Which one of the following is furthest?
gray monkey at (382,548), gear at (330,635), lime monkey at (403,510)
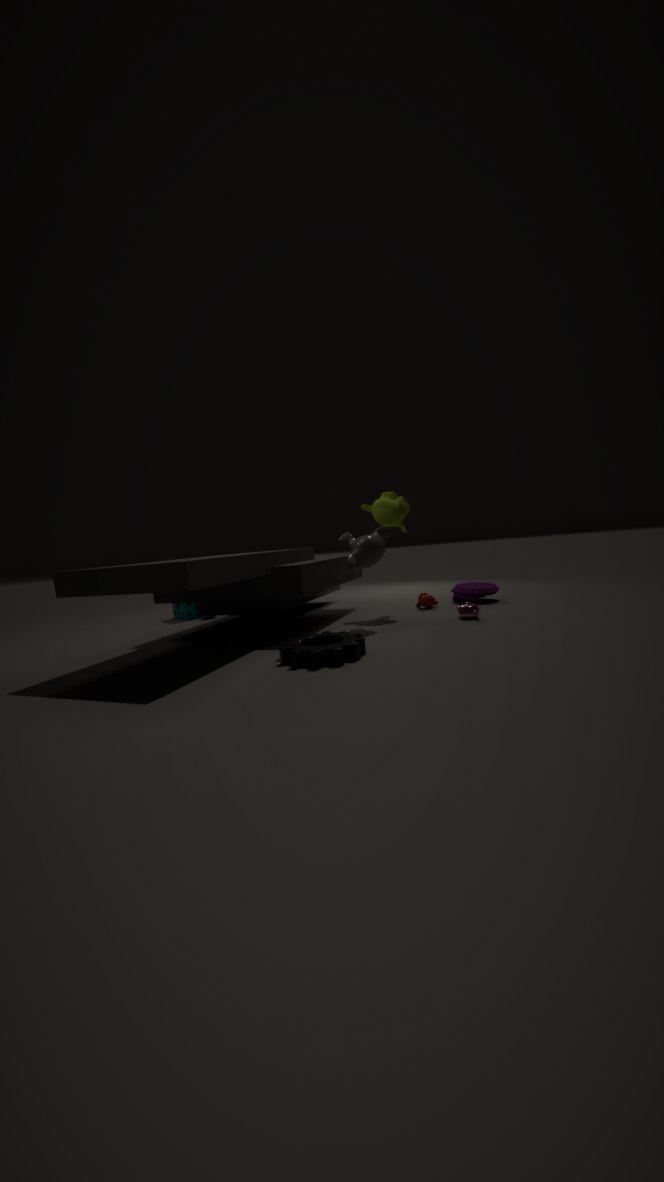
lime monkey at (403,510)
